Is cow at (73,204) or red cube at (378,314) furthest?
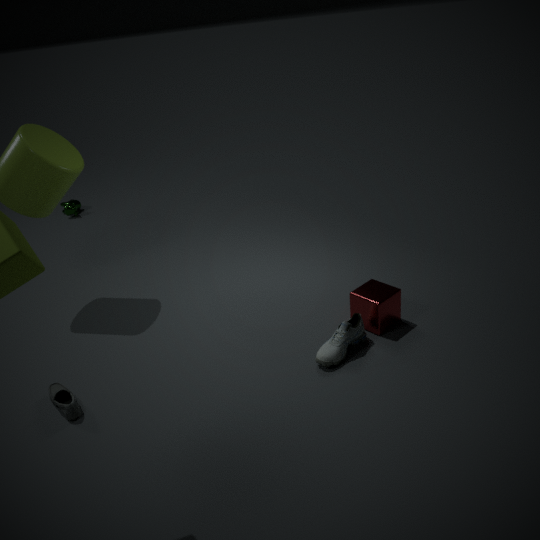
cow at (73,204)
